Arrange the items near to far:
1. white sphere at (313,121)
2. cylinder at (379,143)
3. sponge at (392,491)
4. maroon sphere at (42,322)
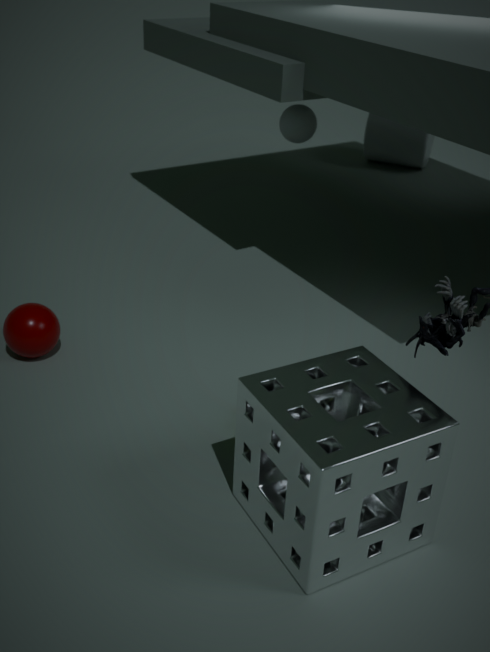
sponge at (392,491) < maroon sphere at (42,322) < white sphere at (313,121) < cylinder at (379,143)
